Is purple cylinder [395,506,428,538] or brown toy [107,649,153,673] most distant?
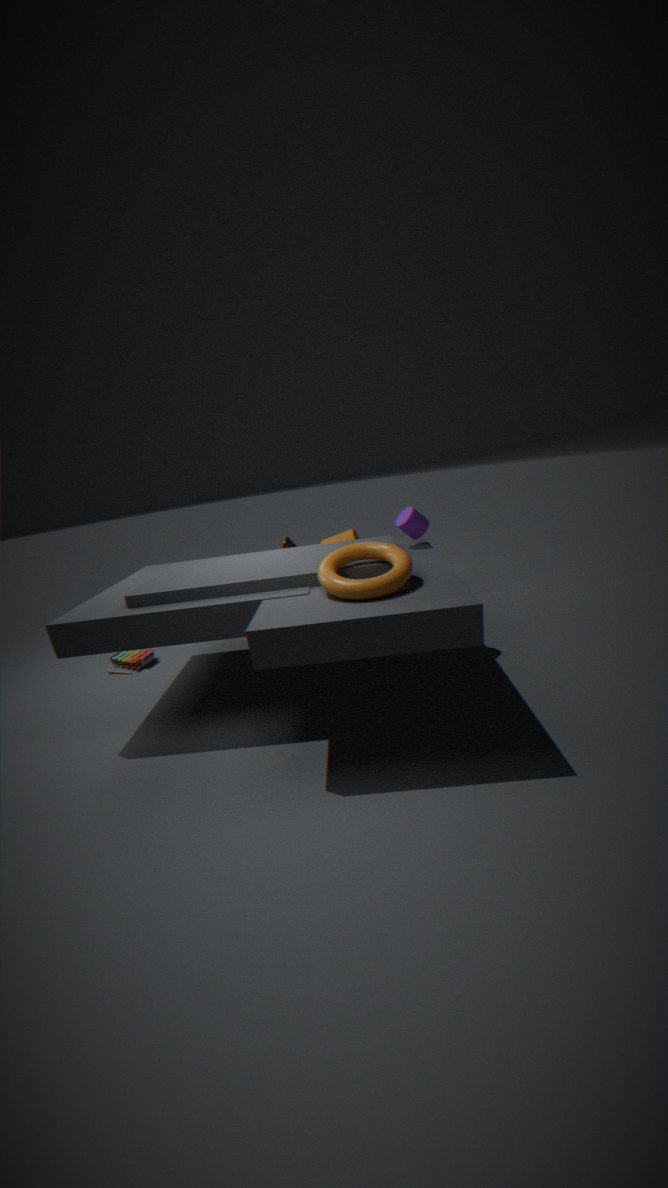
brown toy [107,649,153,673]
